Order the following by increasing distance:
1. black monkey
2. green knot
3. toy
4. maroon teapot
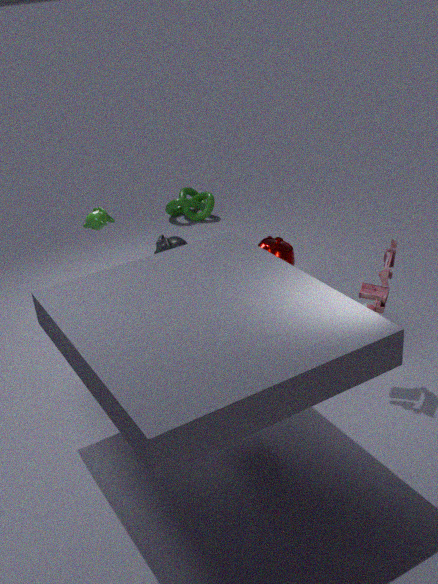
toy → maroon teapot → black monkey → green knot
